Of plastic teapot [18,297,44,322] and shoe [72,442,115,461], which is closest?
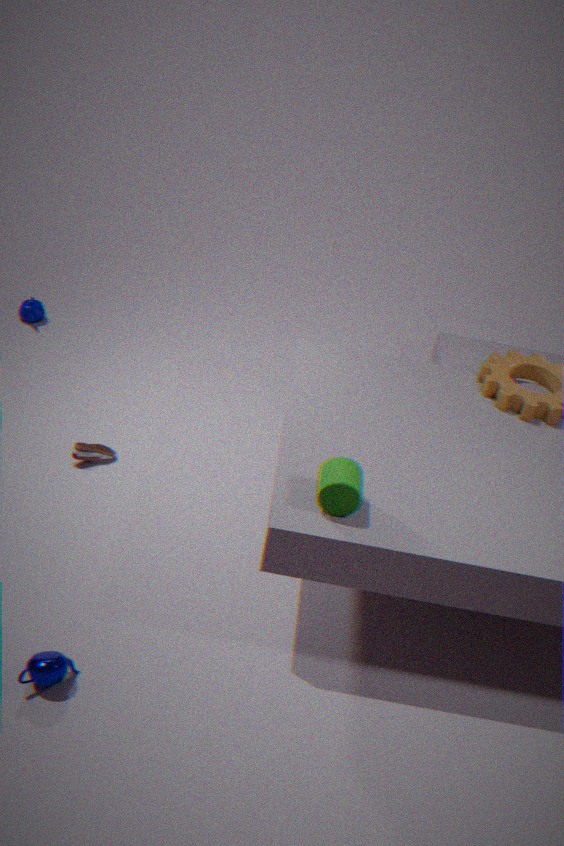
shoe [72,442,115,461]
